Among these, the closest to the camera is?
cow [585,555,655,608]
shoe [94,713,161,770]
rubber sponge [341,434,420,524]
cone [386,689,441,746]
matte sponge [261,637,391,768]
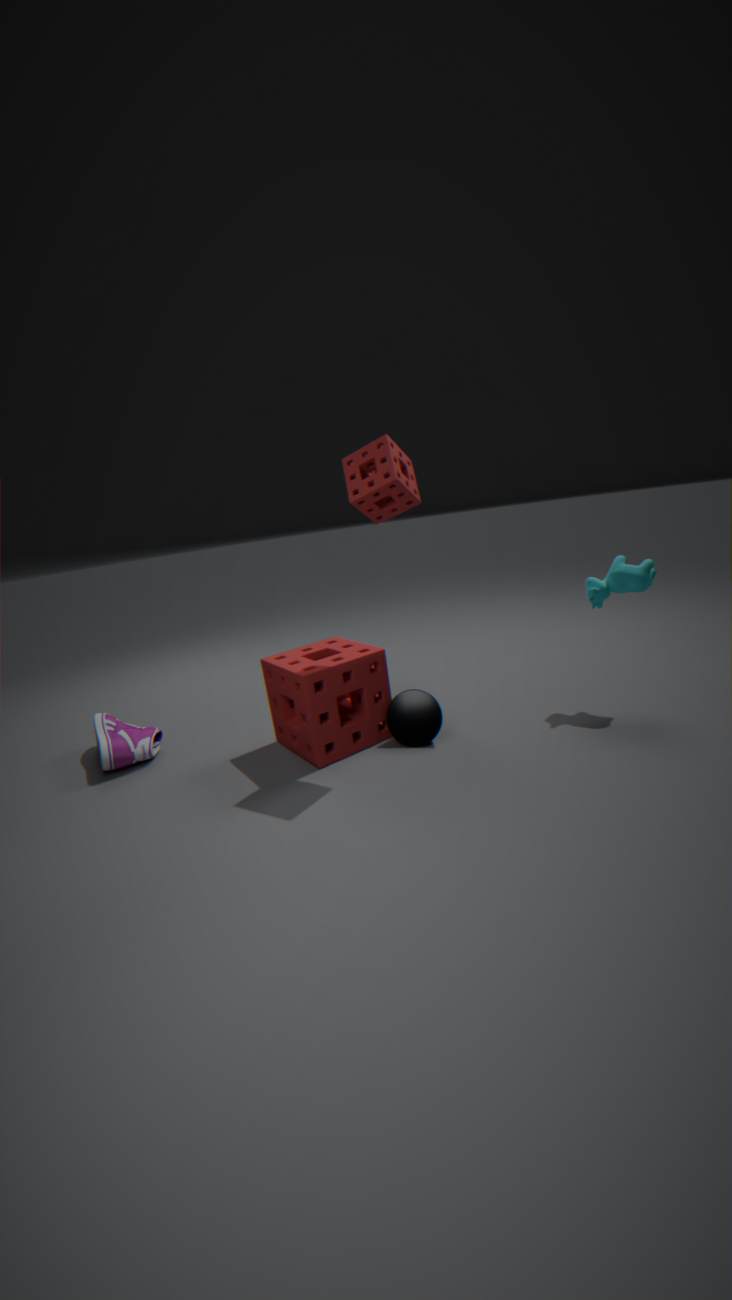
rubber sponge [341,434,420,524]
